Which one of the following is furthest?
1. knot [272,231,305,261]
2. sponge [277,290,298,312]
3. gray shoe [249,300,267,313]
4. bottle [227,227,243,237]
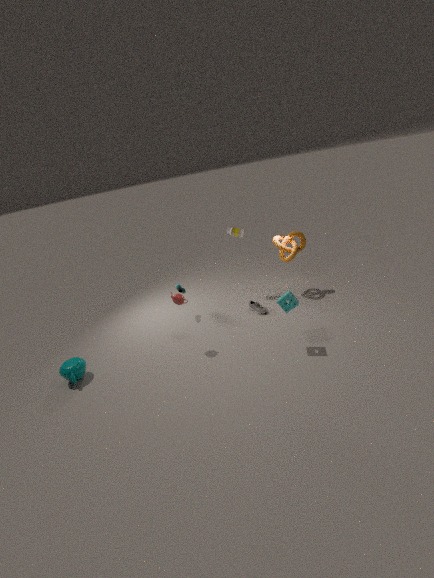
bottle [227,227,243,237]
